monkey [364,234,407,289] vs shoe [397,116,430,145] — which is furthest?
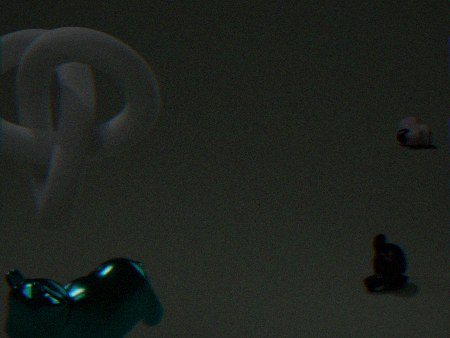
shoe [397,116,430,145]
